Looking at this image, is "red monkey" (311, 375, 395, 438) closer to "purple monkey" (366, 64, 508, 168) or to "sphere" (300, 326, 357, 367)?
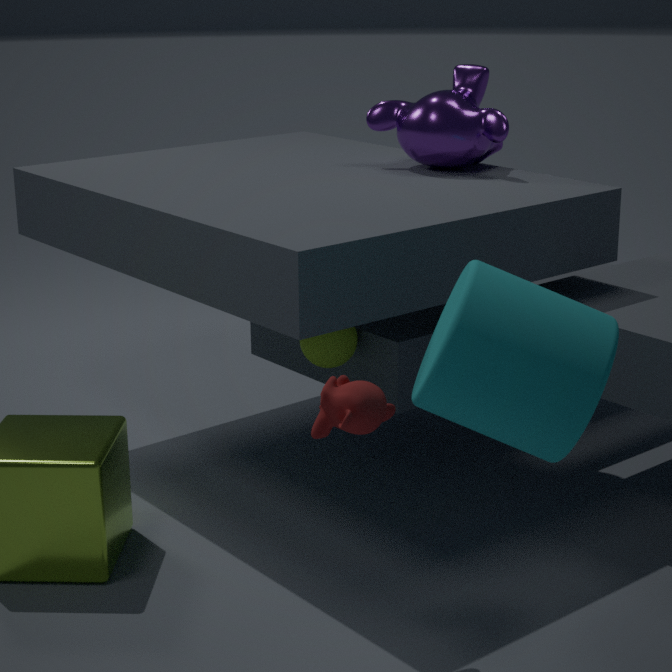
"sphere" (300, 326, 357, 367)
